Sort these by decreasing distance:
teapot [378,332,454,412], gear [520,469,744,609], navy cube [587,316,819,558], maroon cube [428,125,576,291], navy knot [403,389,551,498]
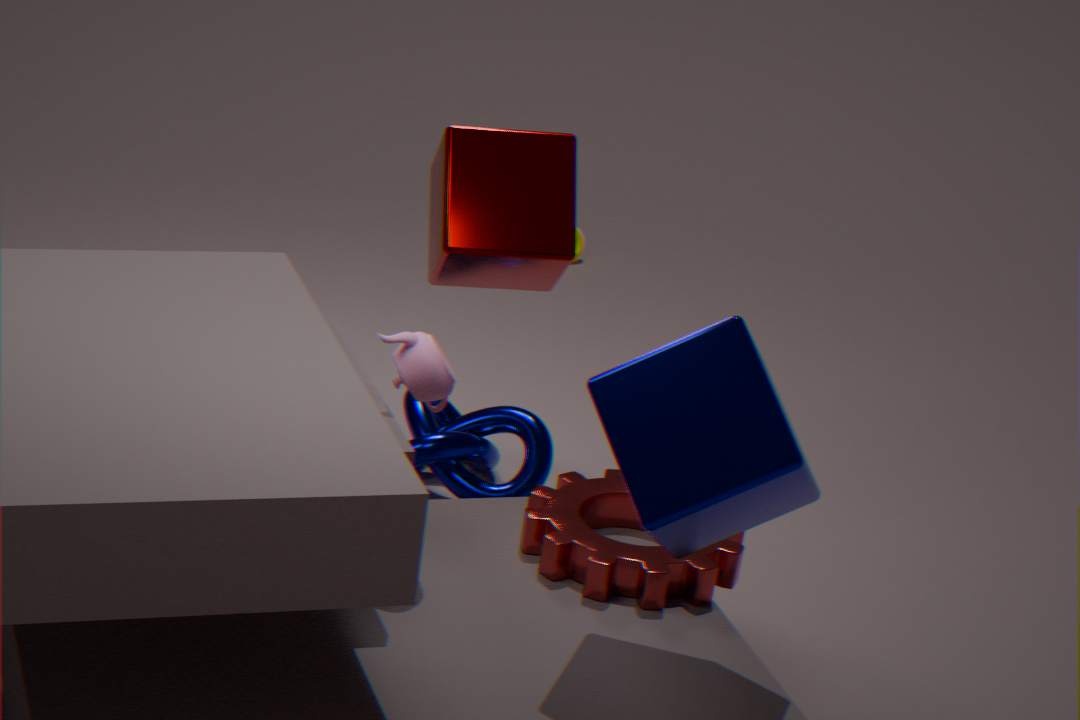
navy knot [403,389,551,498], maroon cube [428,125,576,291], gear [520,469,744,609], teapot [378,332,454,412], navy cube [587,316,819,558]
